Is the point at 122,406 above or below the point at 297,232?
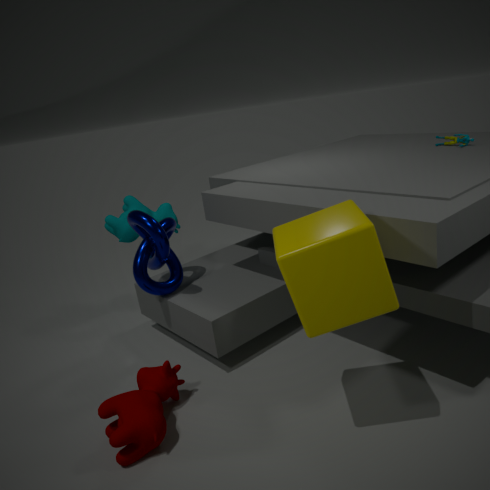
below
